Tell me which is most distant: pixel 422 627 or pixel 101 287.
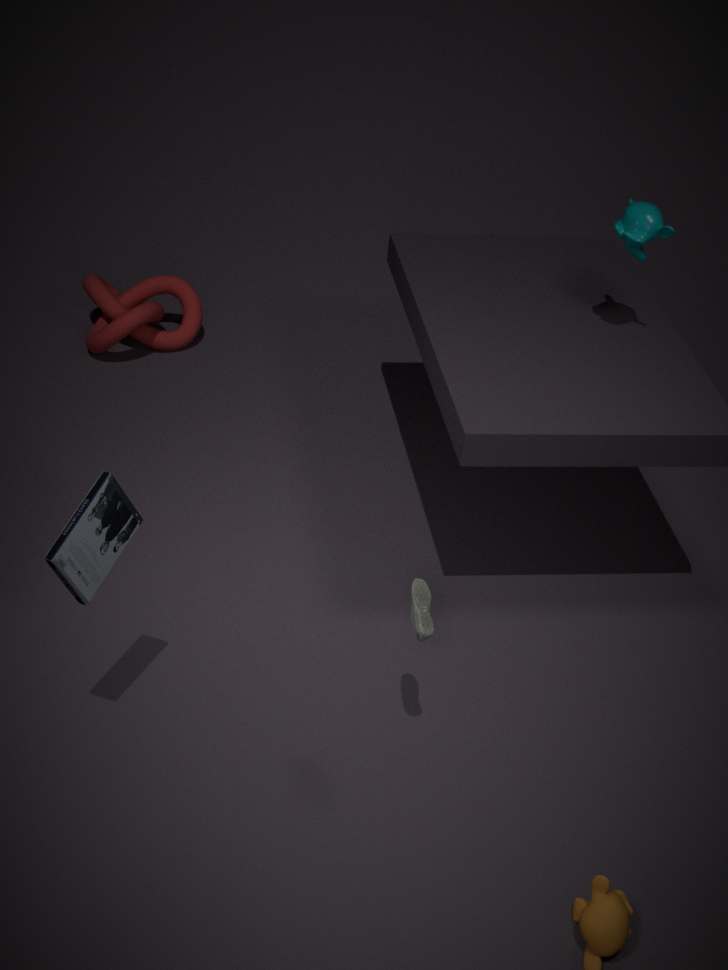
pixel 101 287
